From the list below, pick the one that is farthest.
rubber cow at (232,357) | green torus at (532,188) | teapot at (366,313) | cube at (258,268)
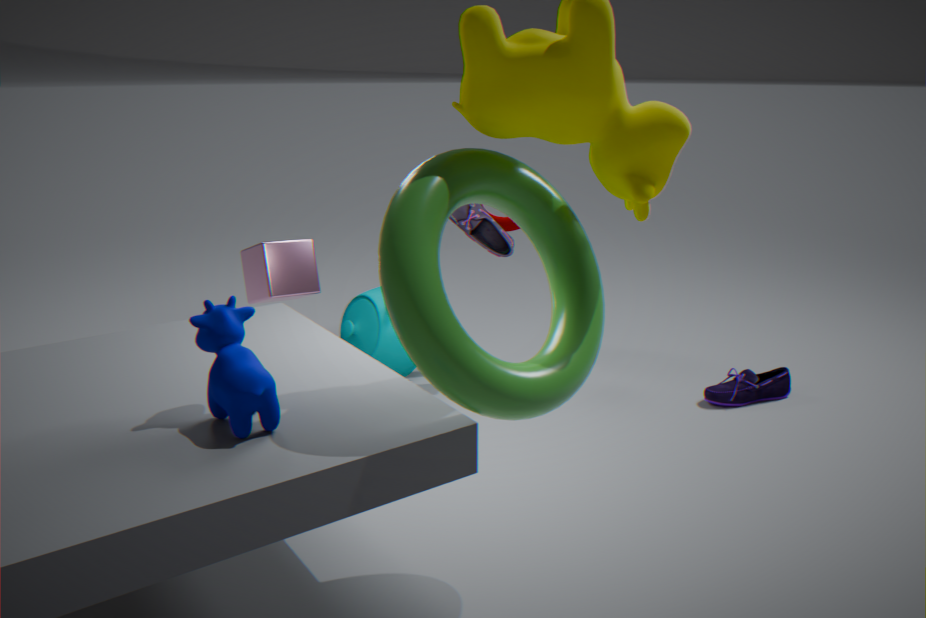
teapot at (366,313)
